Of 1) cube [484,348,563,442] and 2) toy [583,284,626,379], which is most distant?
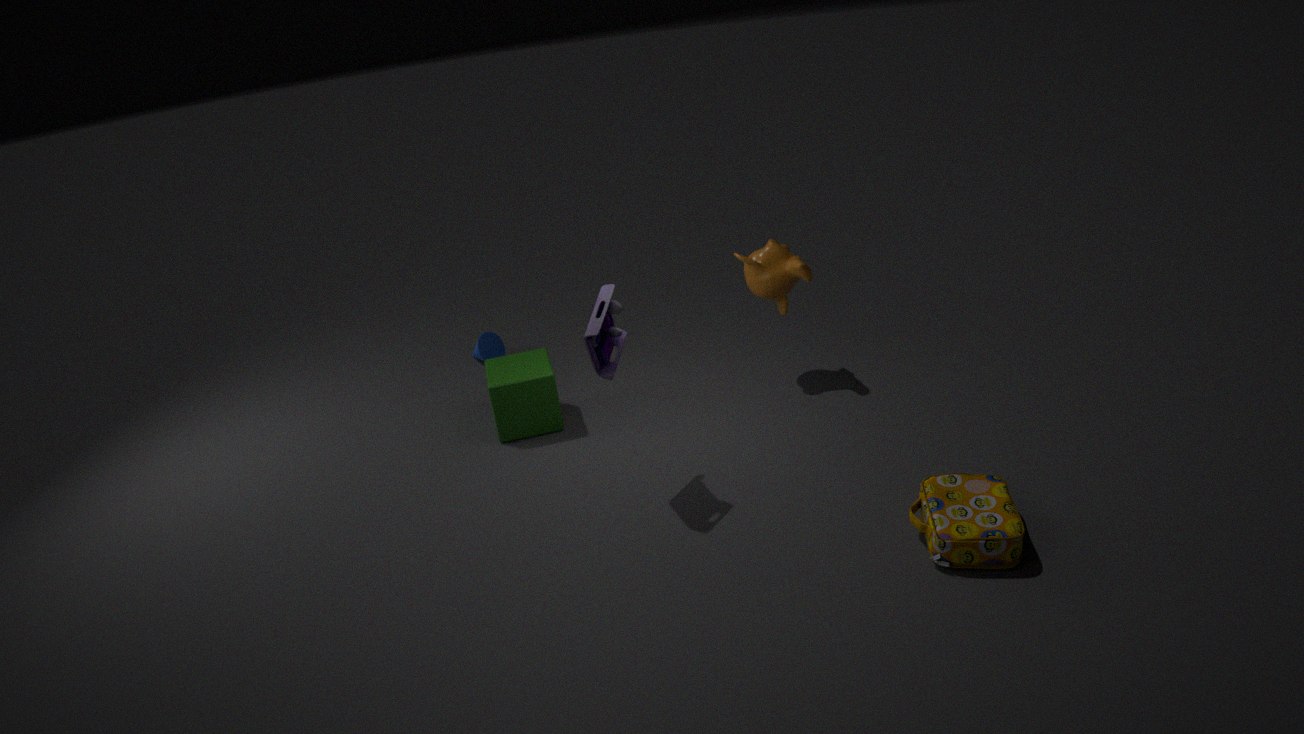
1. cube [484,348,563,442]
